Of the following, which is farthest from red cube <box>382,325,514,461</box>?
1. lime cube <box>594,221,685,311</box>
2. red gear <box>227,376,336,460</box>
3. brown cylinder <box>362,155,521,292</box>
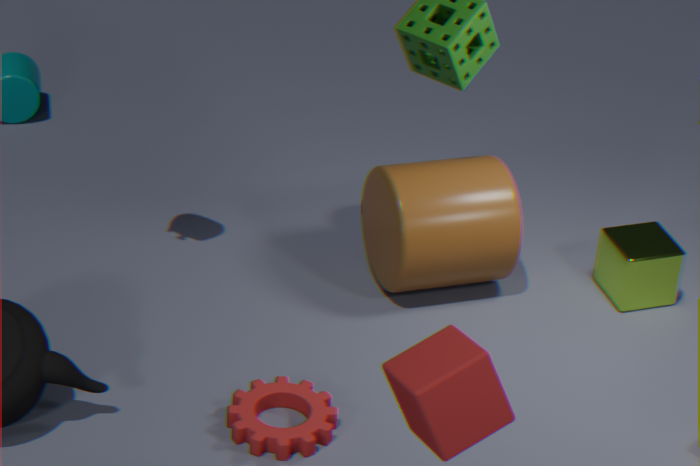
lime cube <box>594,221,685,311</box>
